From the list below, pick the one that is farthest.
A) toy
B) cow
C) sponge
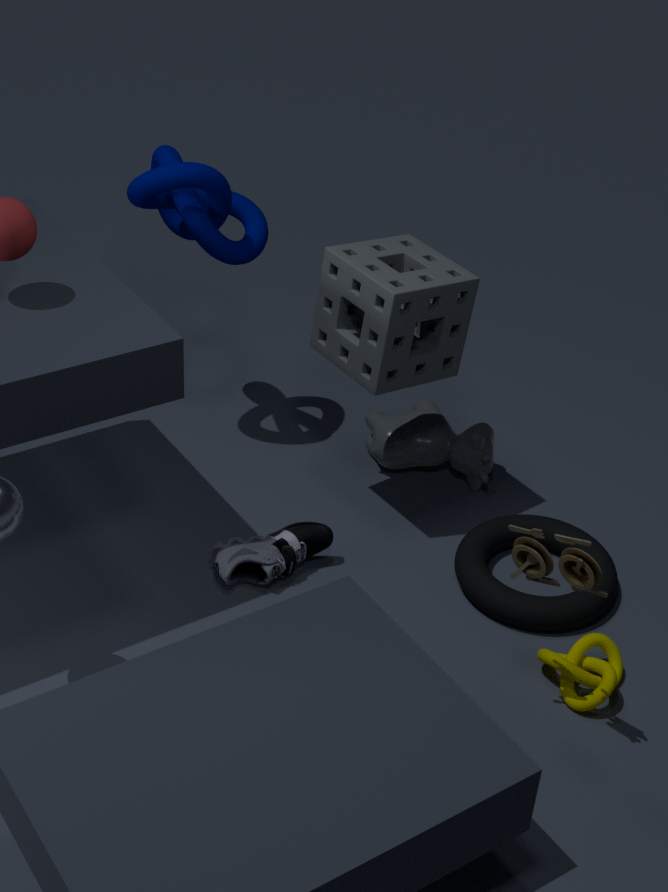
cow
